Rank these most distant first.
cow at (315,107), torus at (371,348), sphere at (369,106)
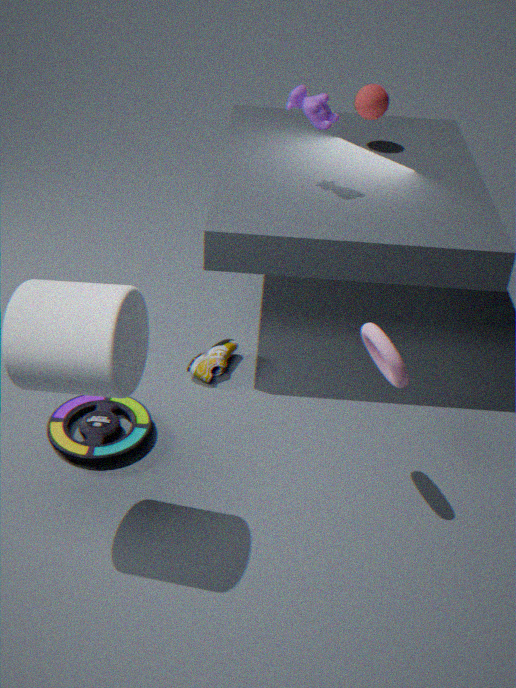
1. sphere at (369,106)
2. cow at (315,107)
3. torus at (371,348)
